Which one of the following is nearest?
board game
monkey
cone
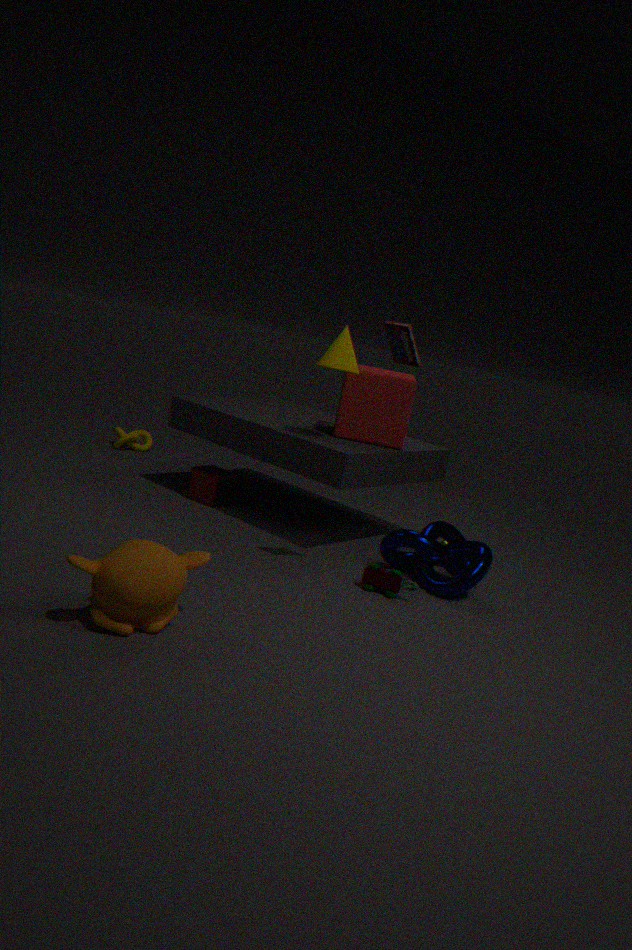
monkey
